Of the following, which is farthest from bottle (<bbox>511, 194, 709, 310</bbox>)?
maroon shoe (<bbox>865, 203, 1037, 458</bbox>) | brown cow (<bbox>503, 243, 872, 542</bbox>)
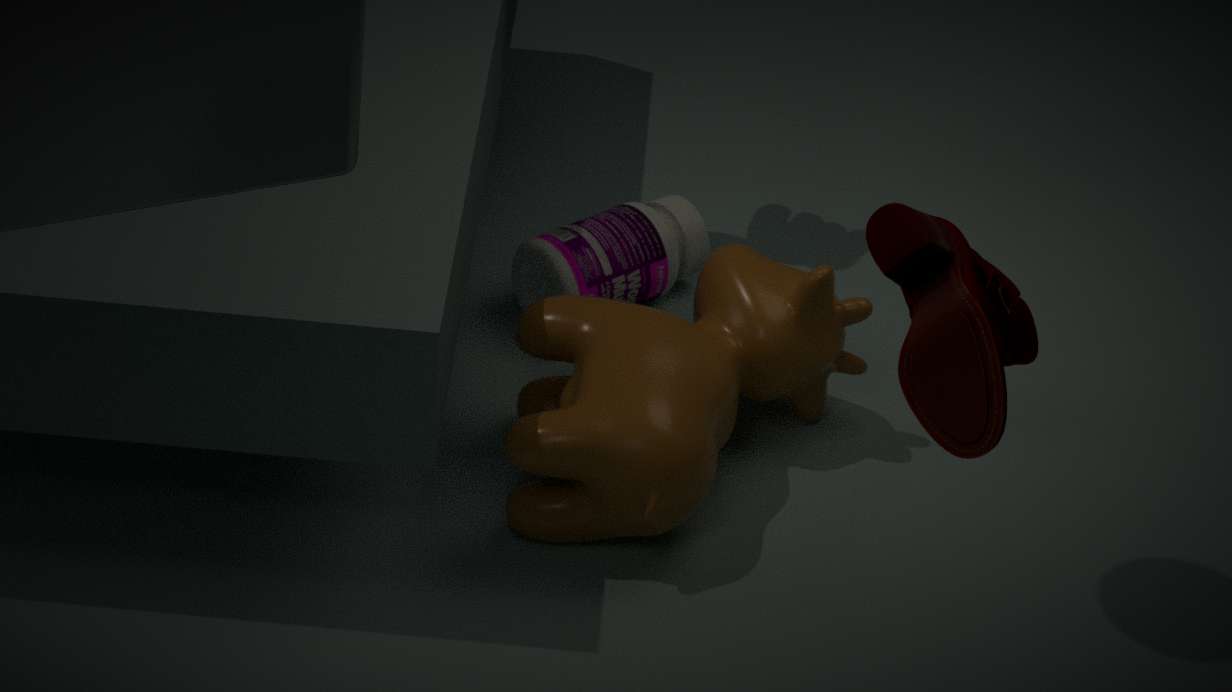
maroon shoe (<bbox>865, 203, 1037, 458</bbox>)
